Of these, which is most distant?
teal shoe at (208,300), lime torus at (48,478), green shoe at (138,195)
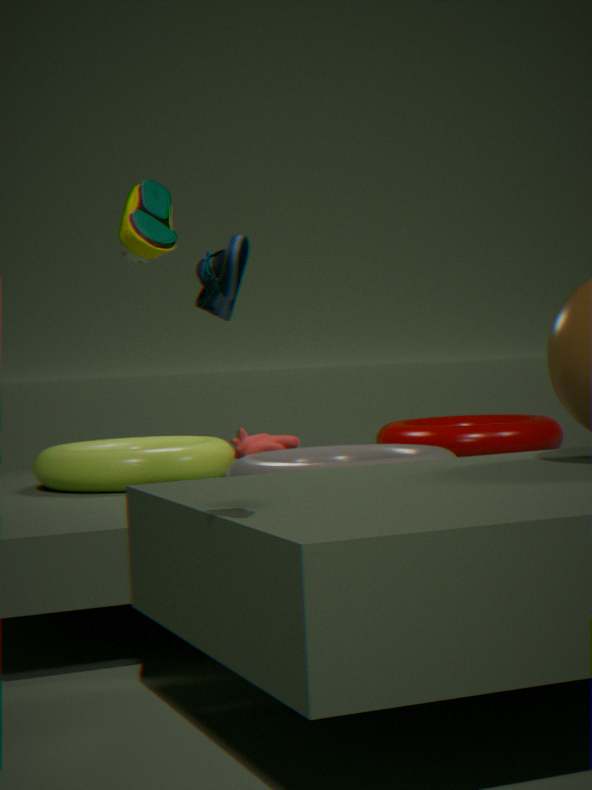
lime torus at (48,478)
